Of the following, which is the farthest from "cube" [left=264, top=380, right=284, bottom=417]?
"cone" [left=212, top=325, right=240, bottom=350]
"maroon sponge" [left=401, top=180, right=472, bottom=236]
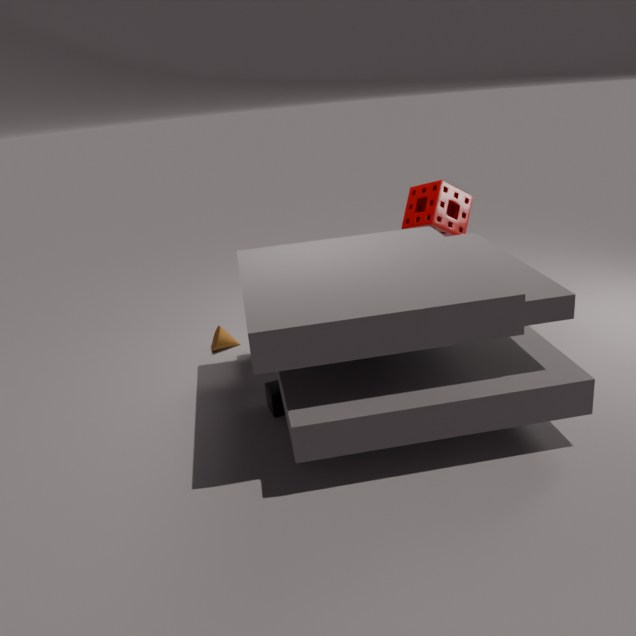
"maroon sponge" [left=401, top=180, right=472, bottom=236]
